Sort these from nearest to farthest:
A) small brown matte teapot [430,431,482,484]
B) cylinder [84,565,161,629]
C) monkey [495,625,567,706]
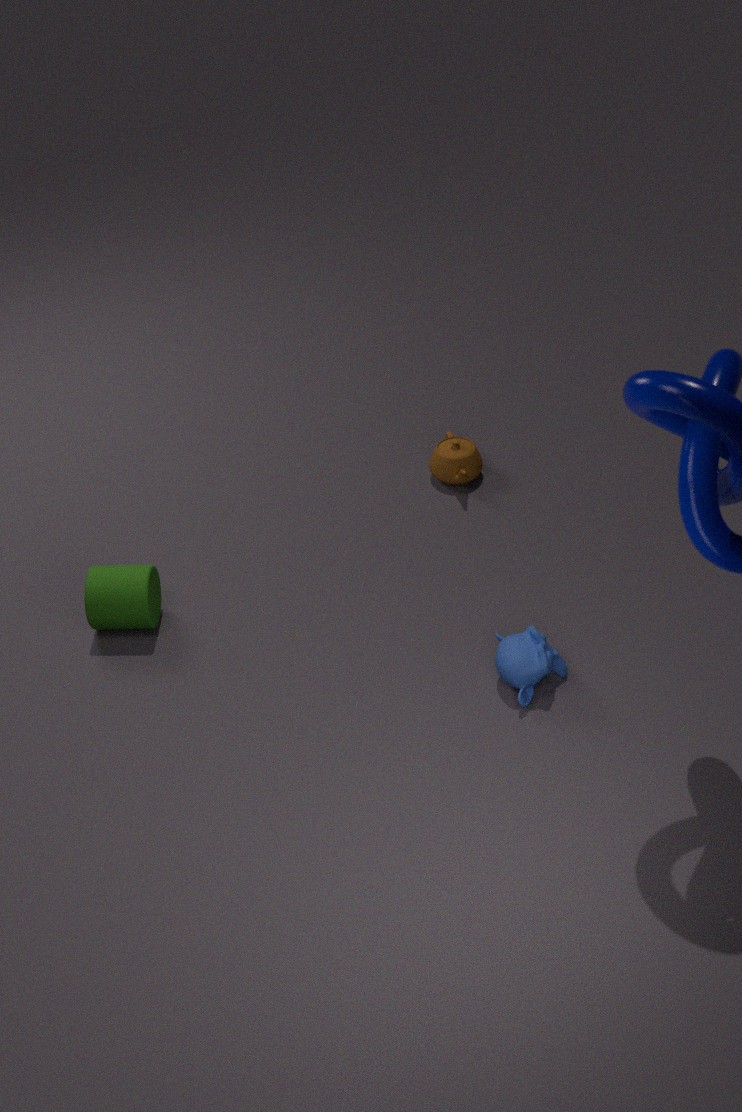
monkey [495,625,567,706], cylinder [84,565,161,629], small brown matte teapot [430,431,482,484]
